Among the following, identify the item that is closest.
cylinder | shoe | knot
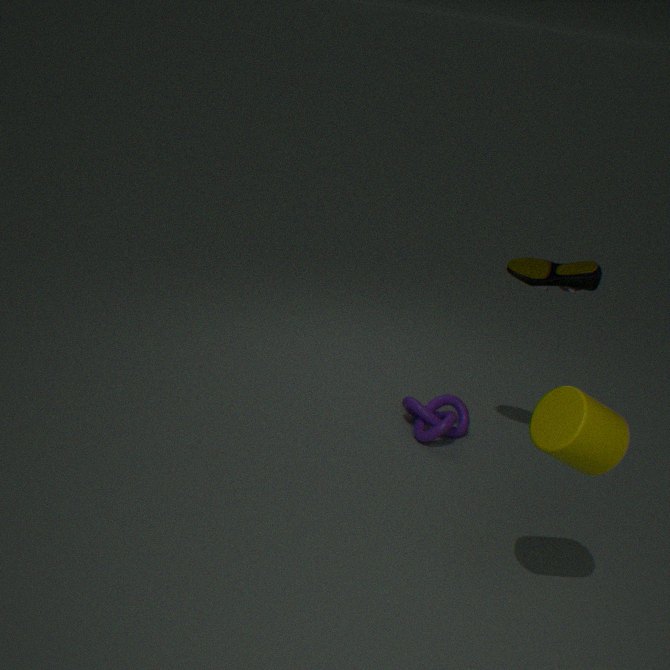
cylinder
